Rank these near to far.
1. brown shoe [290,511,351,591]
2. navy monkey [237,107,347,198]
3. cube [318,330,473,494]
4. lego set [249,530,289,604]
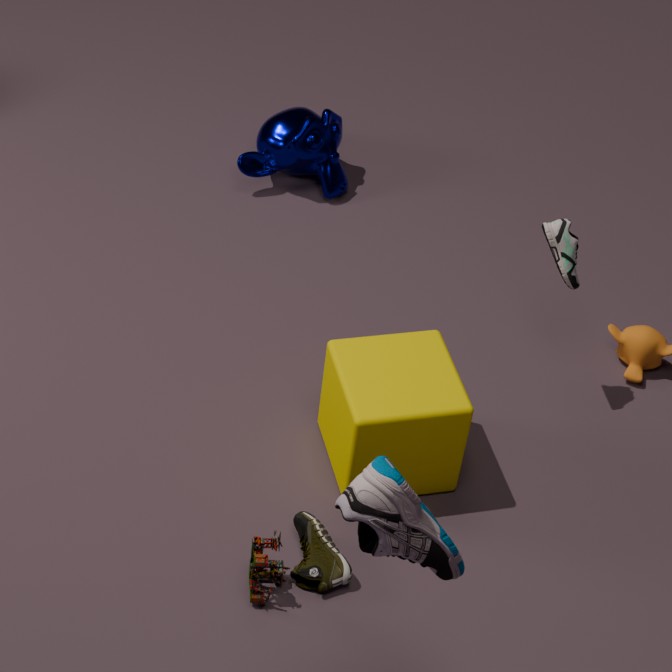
lego set [249,530,289,604]
brown shoe [290,511,351,591]
cube [318,330,473,494]
navy monkey [237,107,347,198]
